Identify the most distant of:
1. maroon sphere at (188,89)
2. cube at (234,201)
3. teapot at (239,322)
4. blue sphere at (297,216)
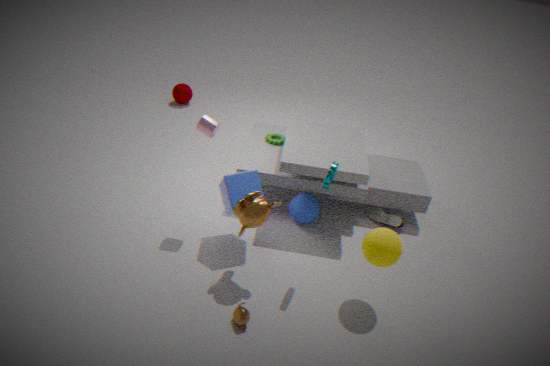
maroon sphere at (188,89)
